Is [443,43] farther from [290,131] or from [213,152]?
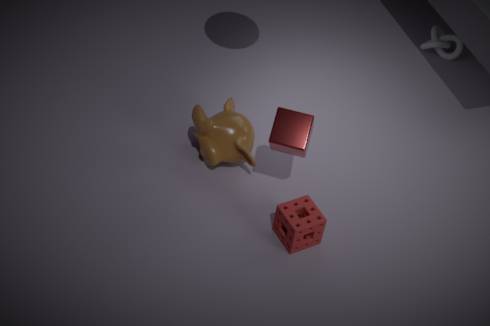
[290,131]
